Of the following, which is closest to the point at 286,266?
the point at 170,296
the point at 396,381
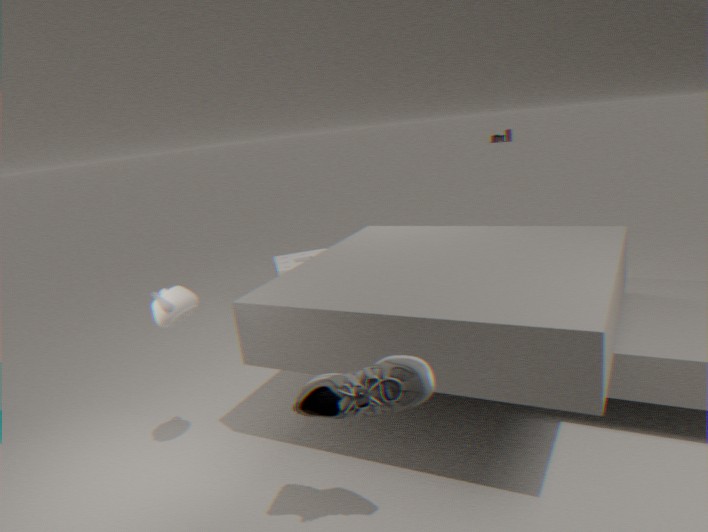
the point at 170,296
